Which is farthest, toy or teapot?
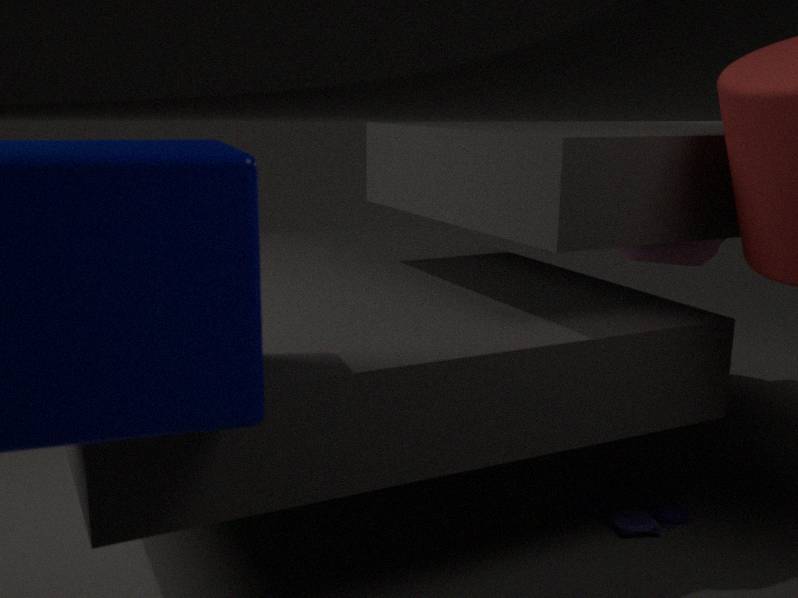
teapot
